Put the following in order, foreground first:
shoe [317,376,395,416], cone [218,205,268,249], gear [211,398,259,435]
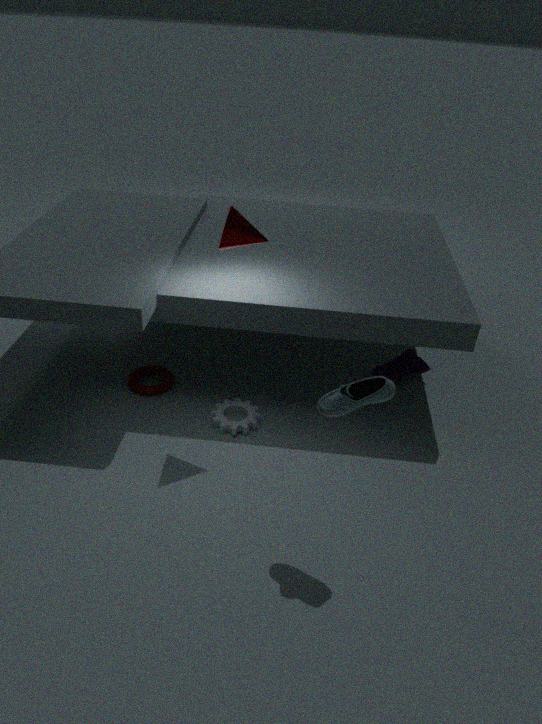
shoe [317,376,395,416] < cone [218,205,268,249] < gear [211,398,259,435]
